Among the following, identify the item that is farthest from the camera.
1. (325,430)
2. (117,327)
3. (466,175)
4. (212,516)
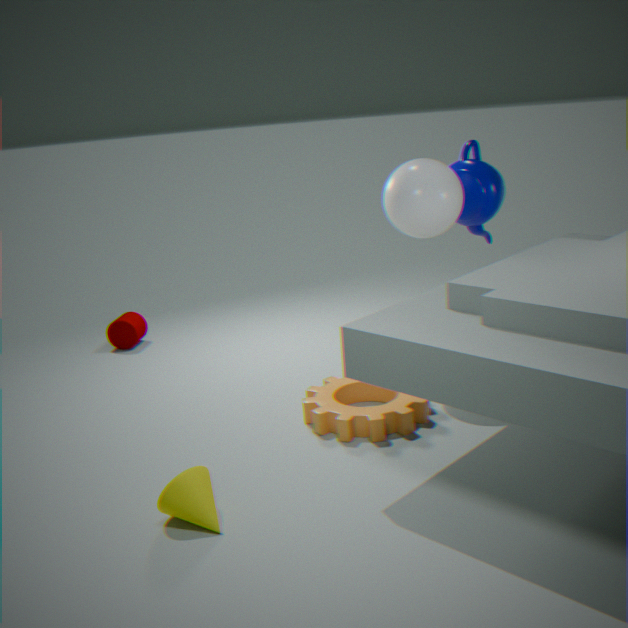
(117,327)
